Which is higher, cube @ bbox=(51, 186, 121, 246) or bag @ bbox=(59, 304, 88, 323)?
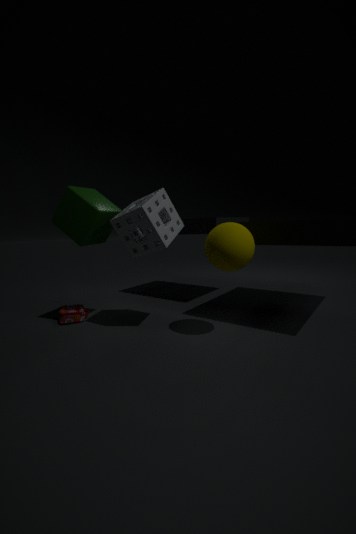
cube @ bbox=(51, 186, 121, 246)
